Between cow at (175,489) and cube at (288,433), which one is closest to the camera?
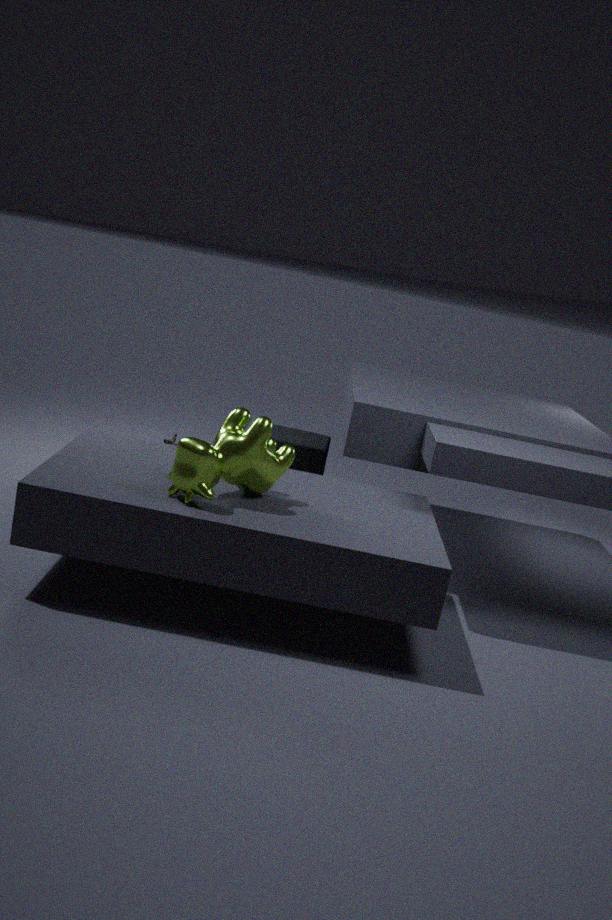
cow at (175,489)
